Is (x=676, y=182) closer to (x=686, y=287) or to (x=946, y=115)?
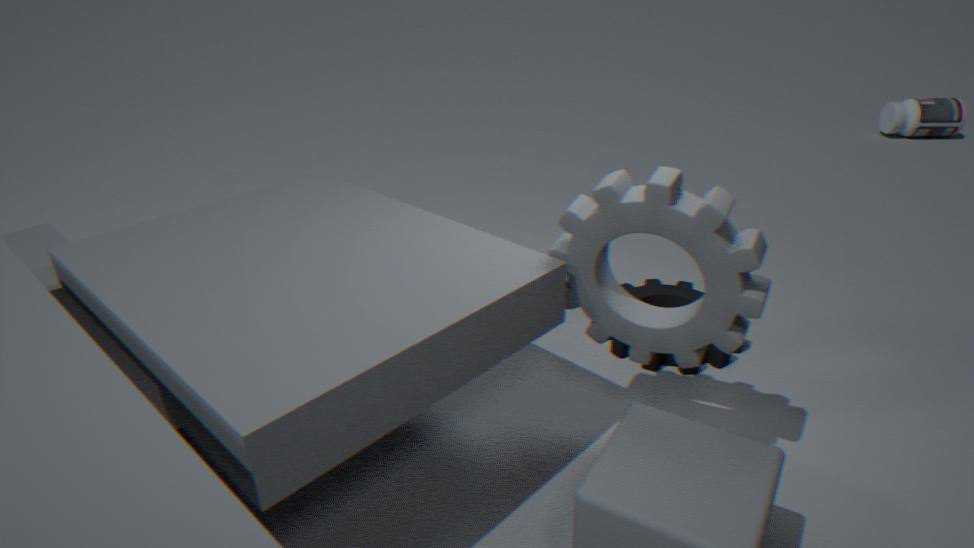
(x=686, y=287)
